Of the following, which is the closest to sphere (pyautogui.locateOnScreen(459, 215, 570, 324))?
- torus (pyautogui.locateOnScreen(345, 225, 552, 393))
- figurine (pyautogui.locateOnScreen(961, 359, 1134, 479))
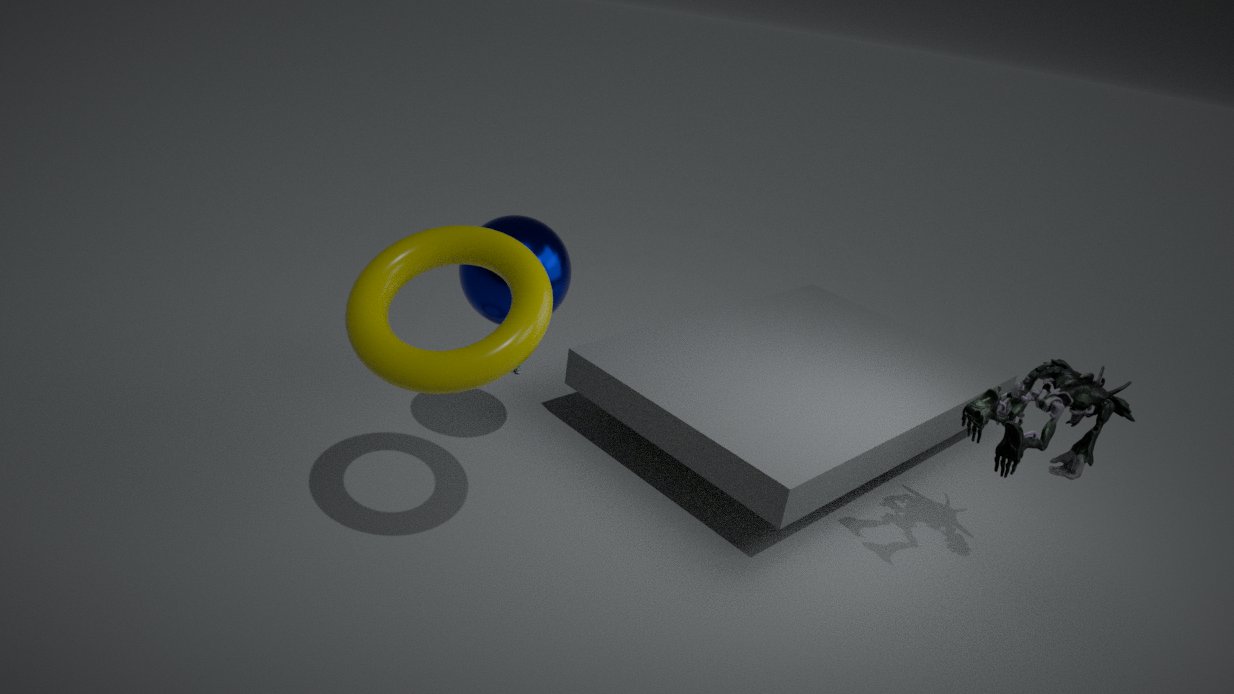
torus (pyautogui.locateOnScreen(345, 225, 552, 393))
